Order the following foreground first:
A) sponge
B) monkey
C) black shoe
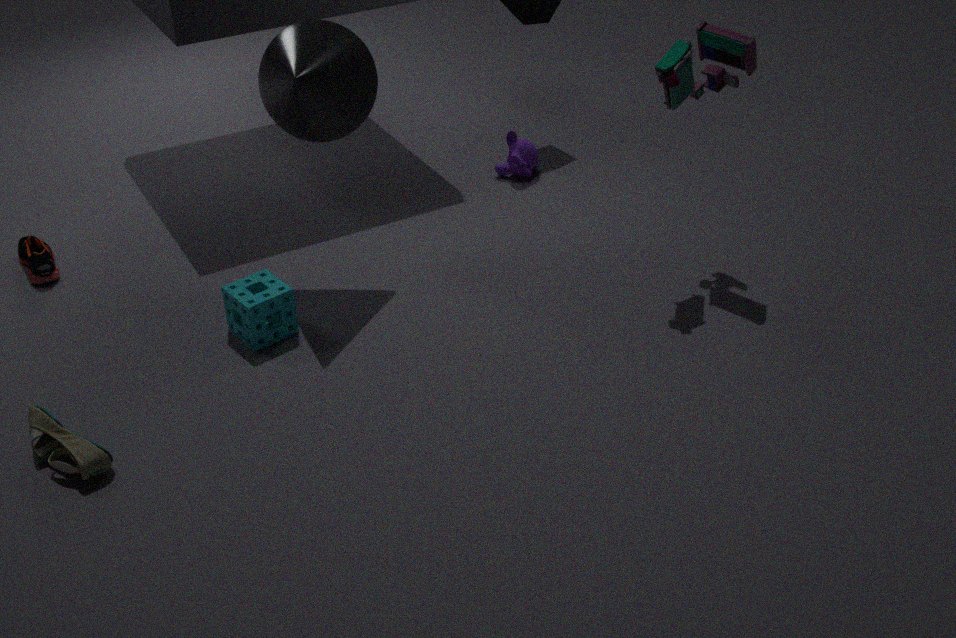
black shoe
sponge
monkey
